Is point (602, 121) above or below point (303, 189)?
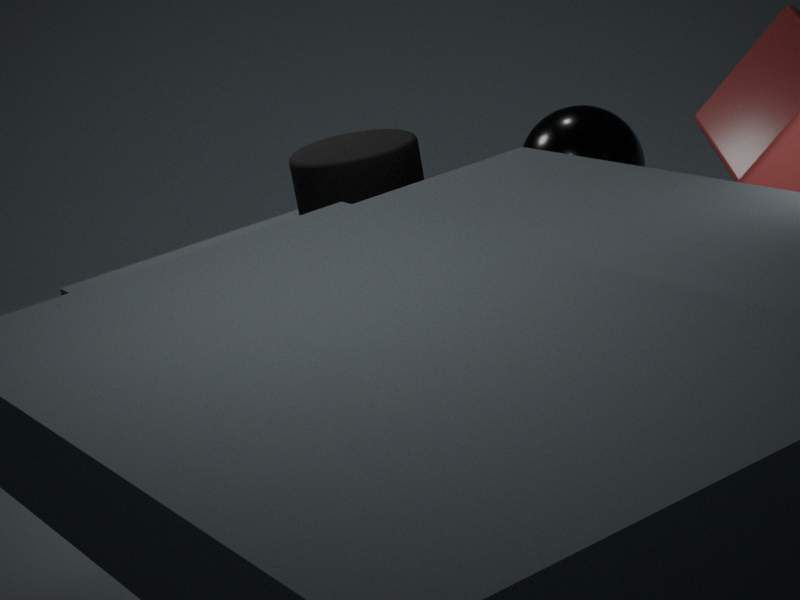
below
